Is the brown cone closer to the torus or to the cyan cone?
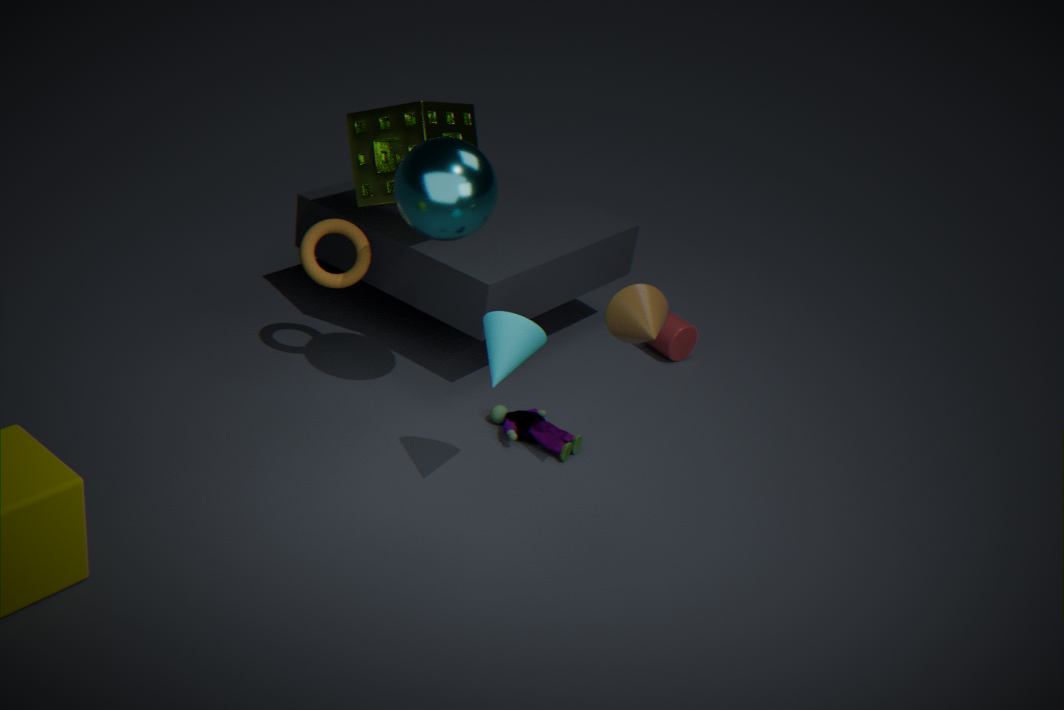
the cyan cone
